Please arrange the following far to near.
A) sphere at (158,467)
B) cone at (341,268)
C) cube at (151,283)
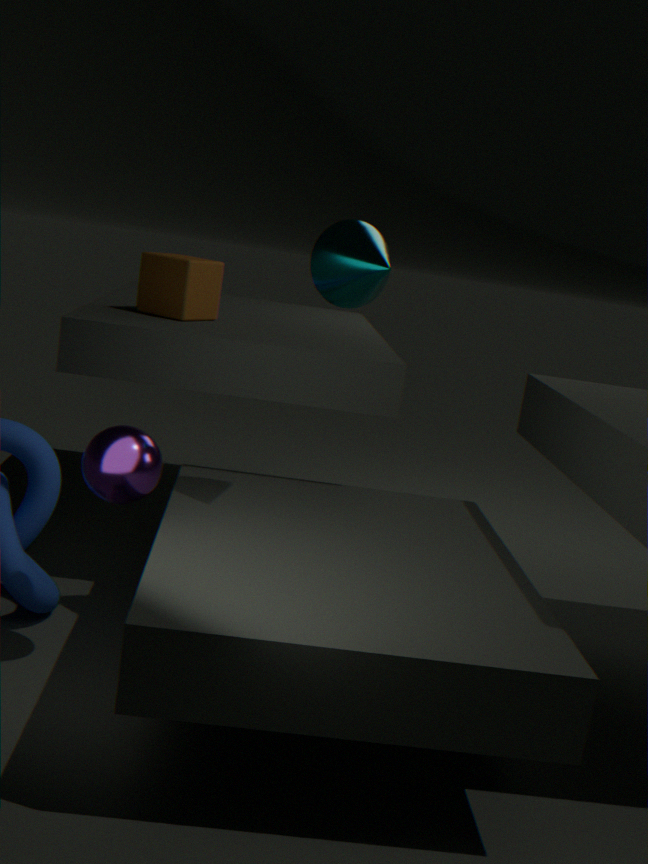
cube at (151,283)
cone at (341,268)
sphere at (158,467)
